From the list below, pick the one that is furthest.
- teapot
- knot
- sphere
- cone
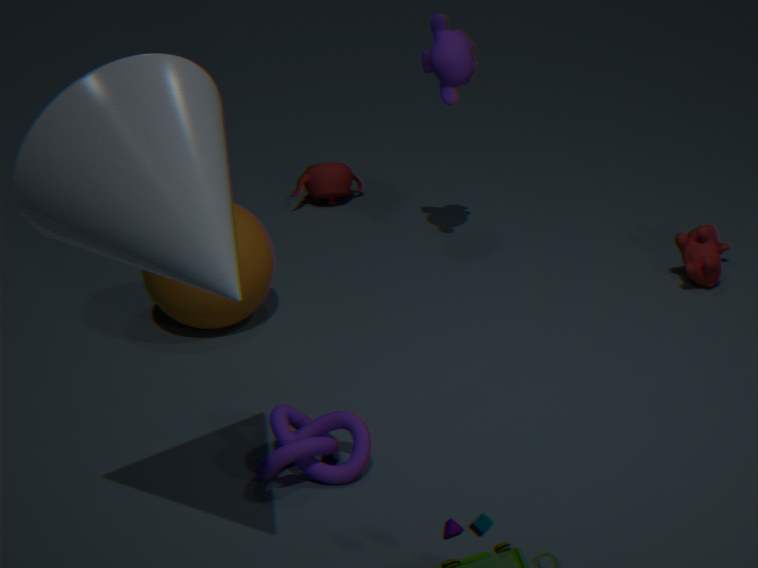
teapot
